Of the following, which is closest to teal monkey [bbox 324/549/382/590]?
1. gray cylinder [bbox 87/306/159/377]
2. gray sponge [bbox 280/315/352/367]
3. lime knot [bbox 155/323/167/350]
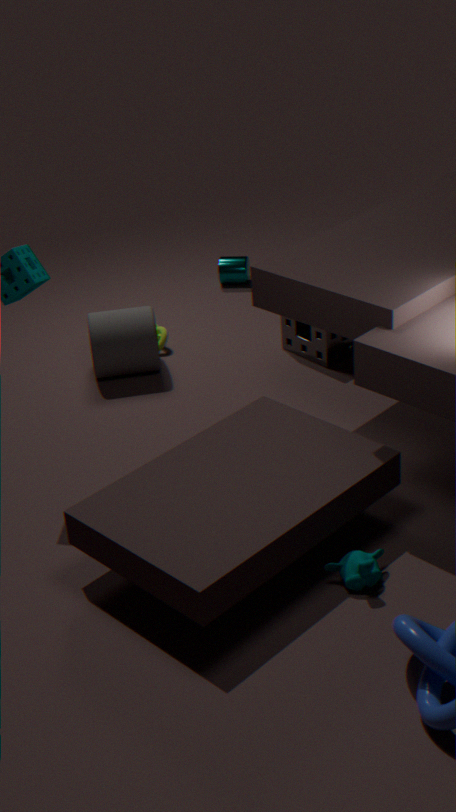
gray sponge [bbox 280/315/352/367]
